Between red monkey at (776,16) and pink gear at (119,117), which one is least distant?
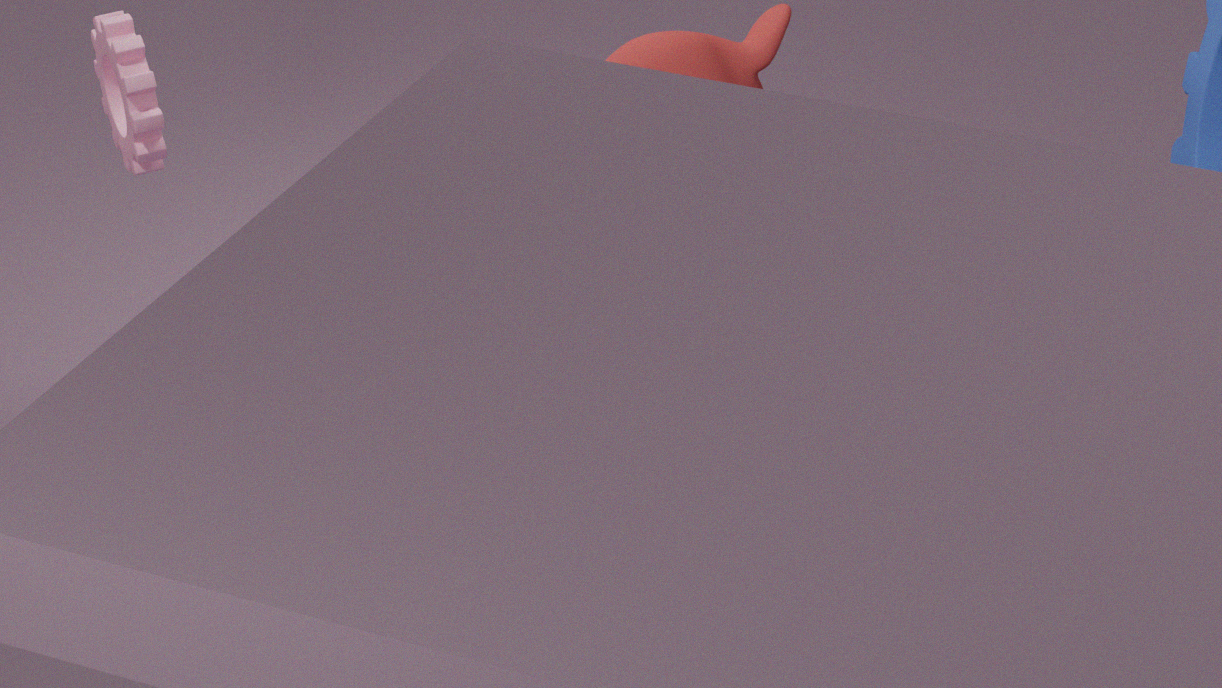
red monkey at (776,16)
